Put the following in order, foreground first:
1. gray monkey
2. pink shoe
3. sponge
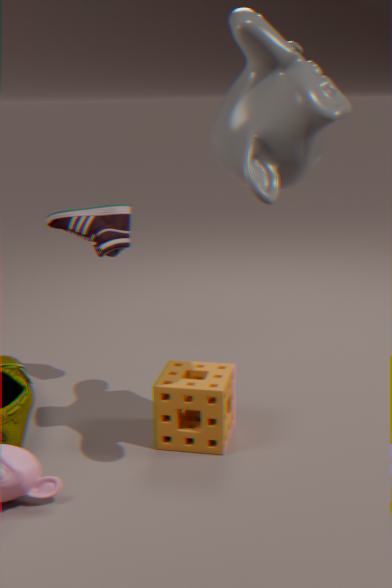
gray monkey, sponge, pink shoe
